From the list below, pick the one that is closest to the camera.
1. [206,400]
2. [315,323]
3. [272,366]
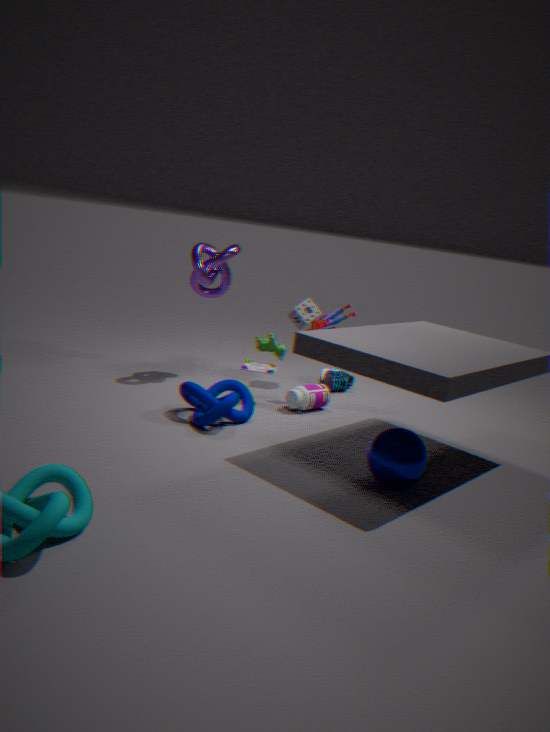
[206,400]
